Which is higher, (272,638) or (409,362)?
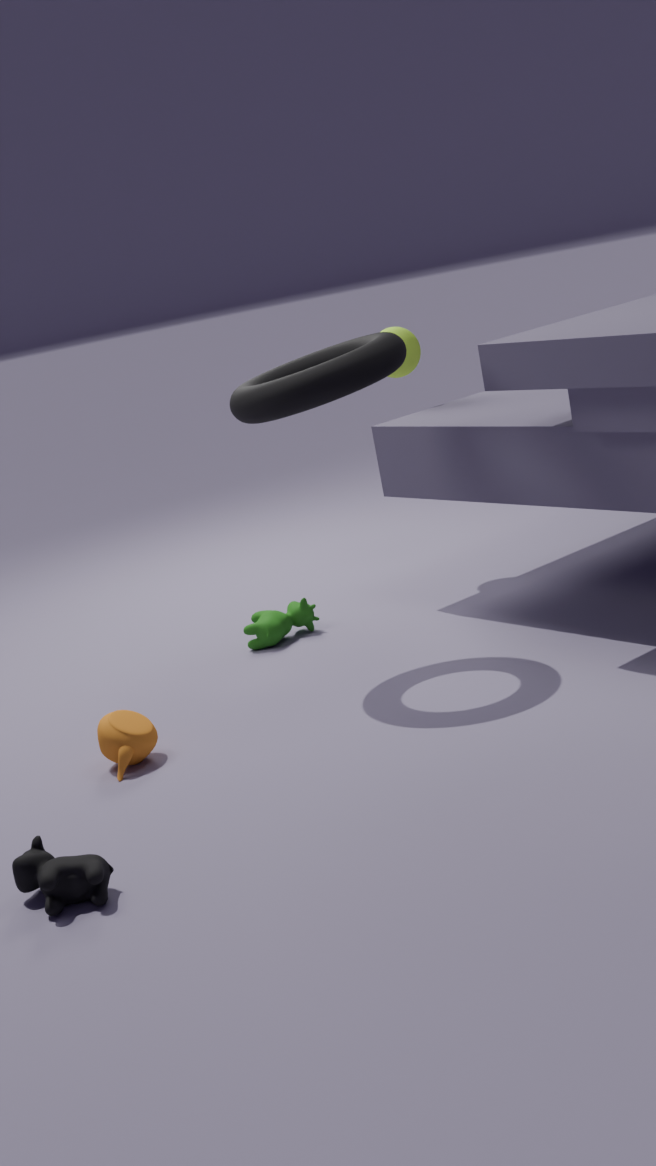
(409,362)
